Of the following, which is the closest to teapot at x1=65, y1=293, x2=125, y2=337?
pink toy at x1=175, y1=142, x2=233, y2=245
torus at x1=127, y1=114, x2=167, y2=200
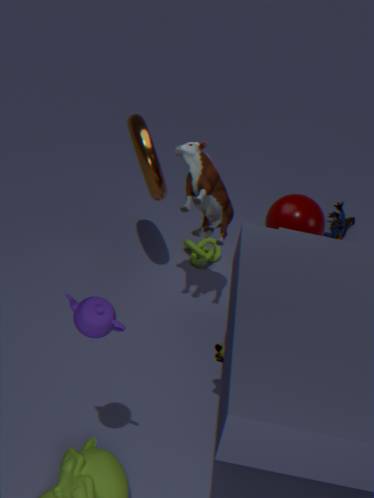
pink toy at x1=175, y1=142, x2=233, y2=245
